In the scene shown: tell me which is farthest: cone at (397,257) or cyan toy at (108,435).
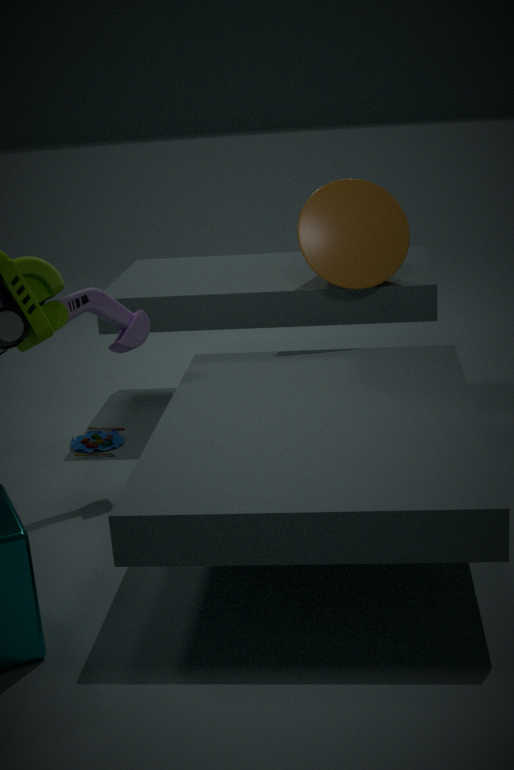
Answer: cyan toy at (108,435)
